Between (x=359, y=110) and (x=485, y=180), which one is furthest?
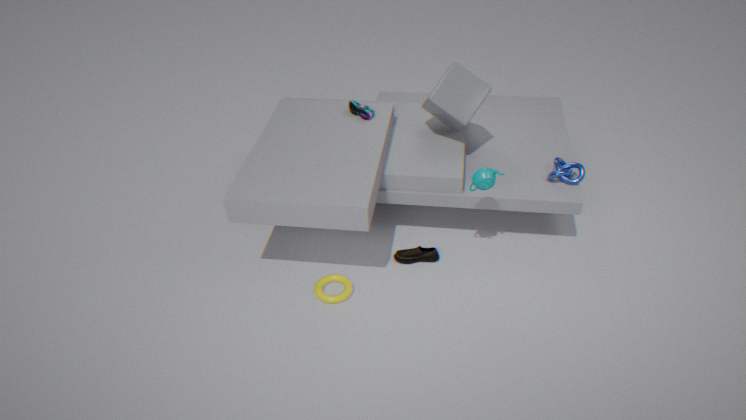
(x=359, y=110)
